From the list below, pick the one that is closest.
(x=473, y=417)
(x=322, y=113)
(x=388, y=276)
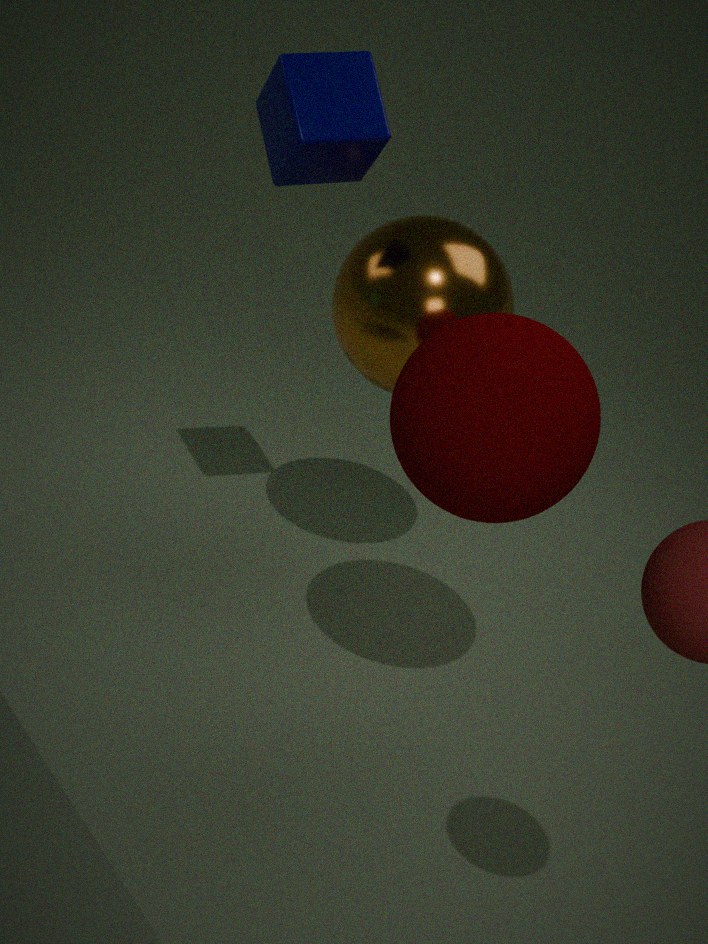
(x=473, y=417)
